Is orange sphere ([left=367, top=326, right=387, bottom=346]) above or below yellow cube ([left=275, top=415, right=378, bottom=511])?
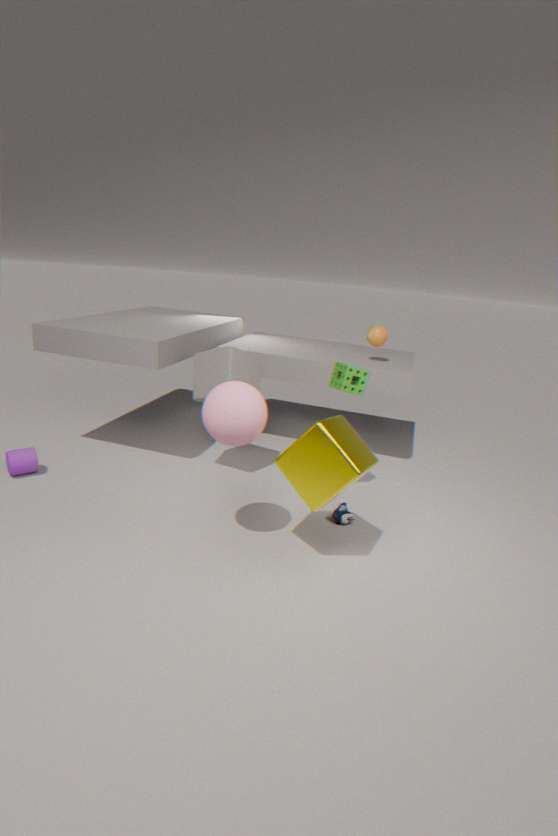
above
